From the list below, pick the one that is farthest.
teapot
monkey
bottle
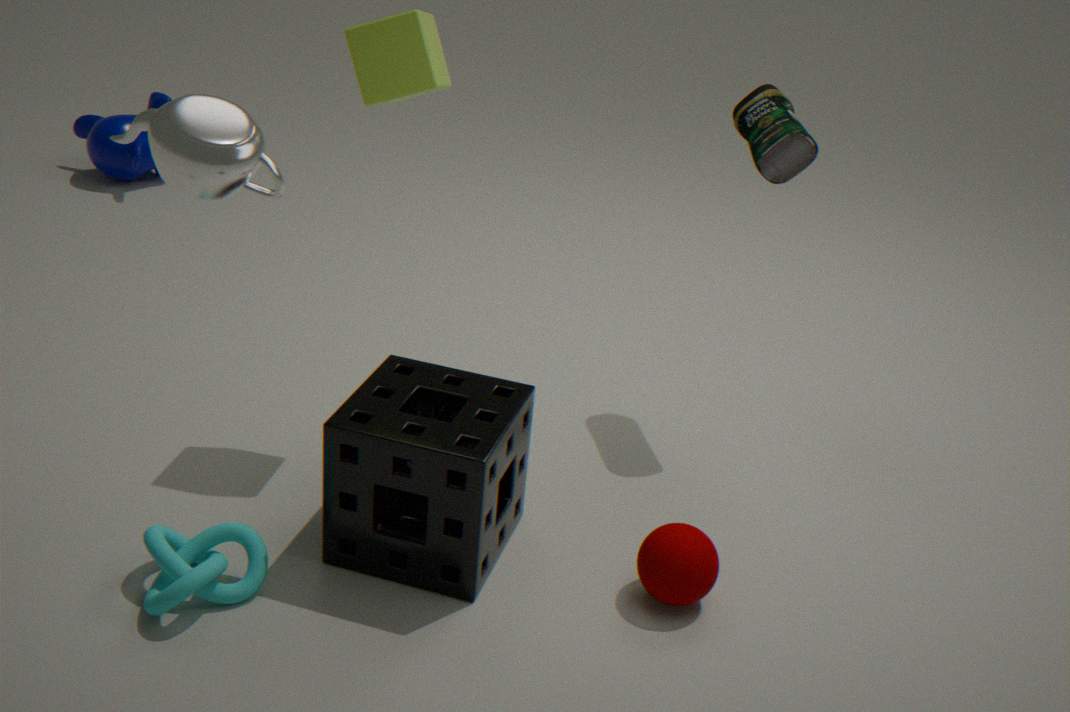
monkey
